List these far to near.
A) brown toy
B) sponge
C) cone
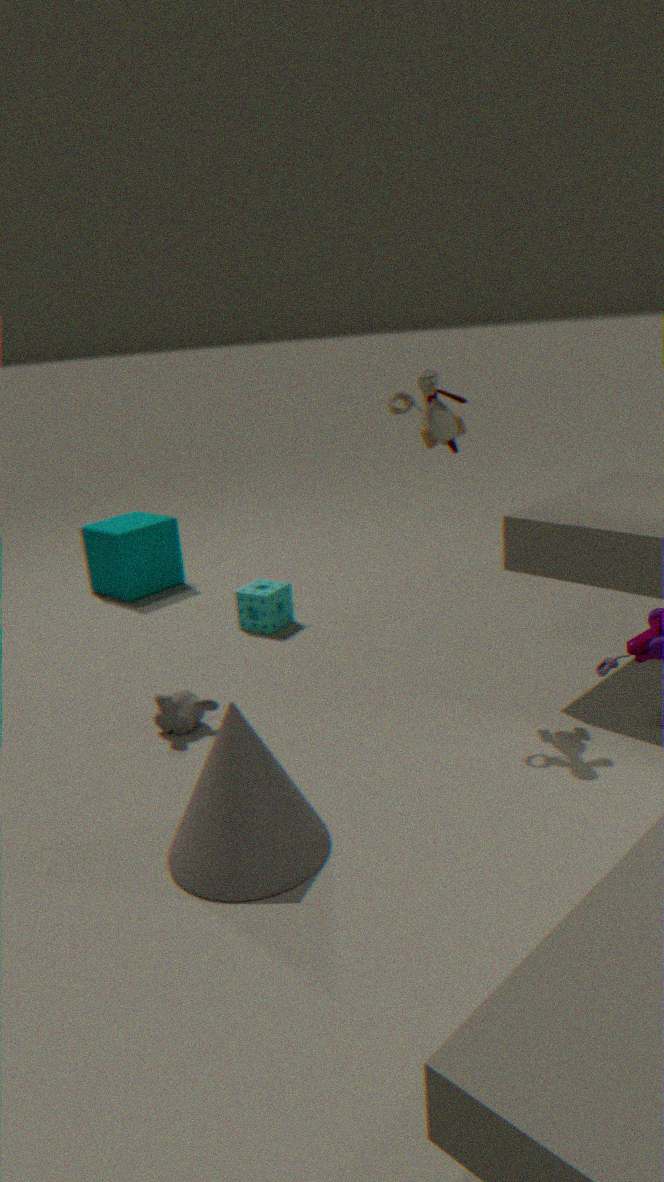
sponge < brown toy < cone
